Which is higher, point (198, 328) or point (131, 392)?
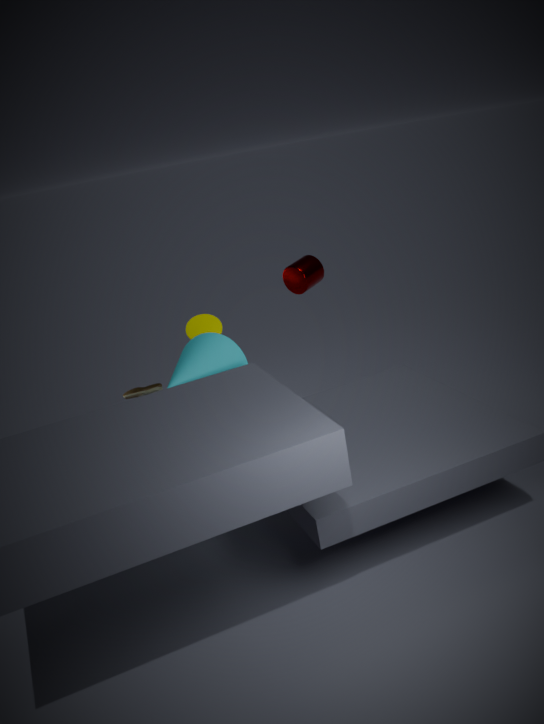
point (198, 328)
